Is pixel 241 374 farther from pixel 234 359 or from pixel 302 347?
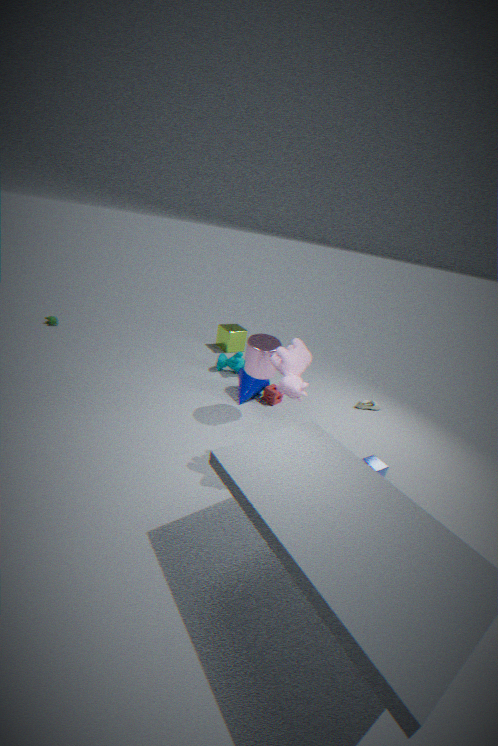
pixel 302 347
